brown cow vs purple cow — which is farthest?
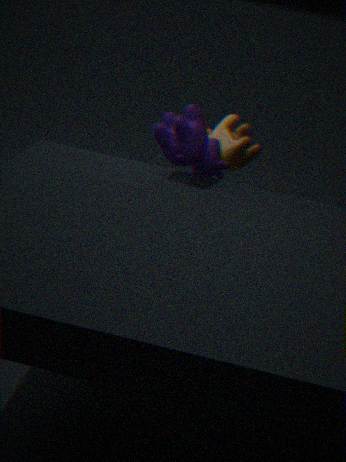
brown cow
